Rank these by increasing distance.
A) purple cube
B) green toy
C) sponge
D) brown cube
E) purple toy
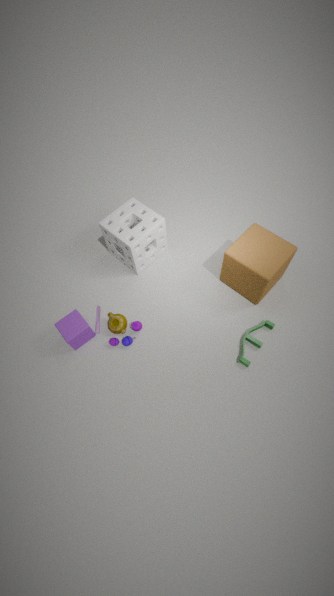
brown cube < green toy < purple cube < purple toy < sponge
